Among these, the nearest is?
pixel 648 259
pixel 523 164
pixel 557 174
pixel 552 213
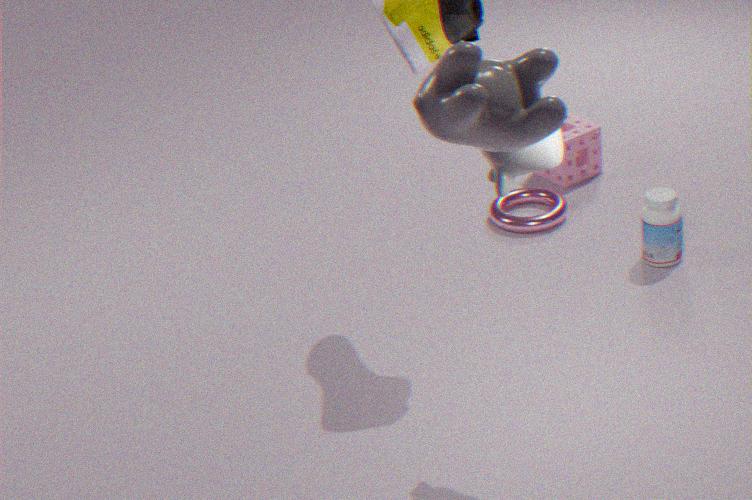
pixel 523 164
